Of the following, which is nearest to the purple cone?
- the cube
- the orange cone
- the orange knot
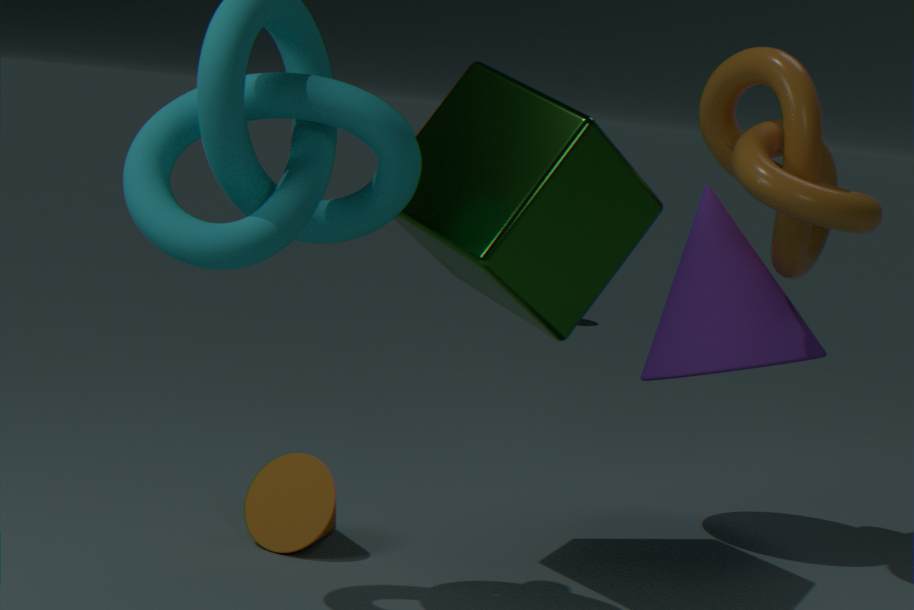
the orange knot
